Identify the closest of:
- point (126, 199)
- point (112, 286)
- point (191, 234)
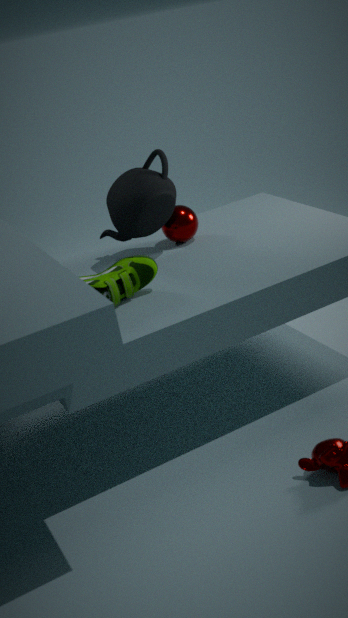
point (112, 286)
